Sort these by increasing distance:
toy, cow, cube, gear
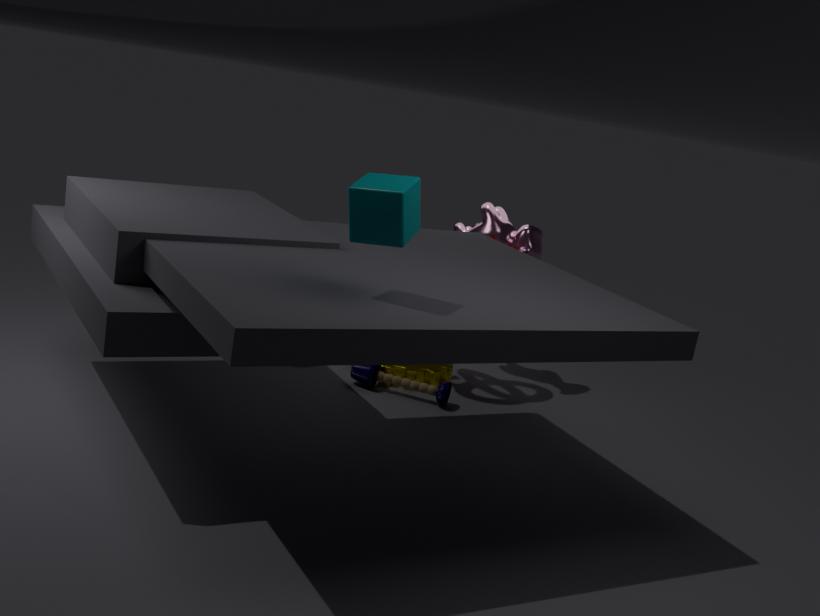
cube
toy
gear
cow
